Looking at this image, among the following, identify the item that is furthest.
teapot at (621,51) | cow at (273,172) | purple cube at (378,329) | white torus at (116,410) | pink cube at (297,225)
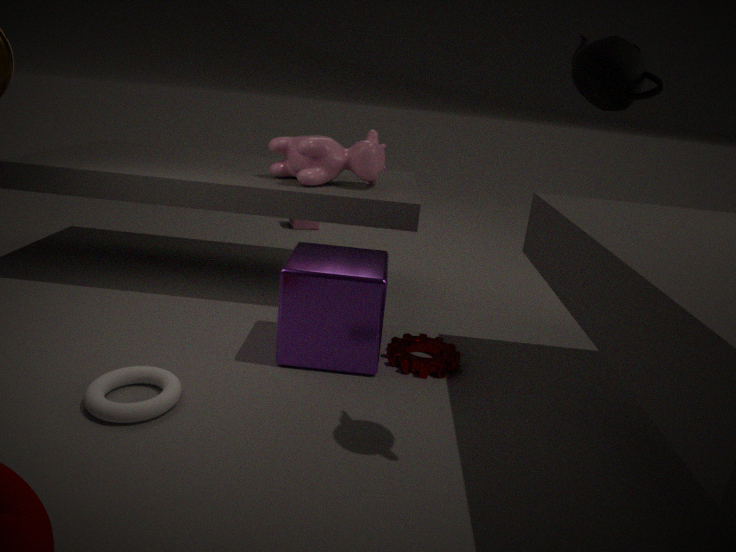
pink cube at (297,225)
